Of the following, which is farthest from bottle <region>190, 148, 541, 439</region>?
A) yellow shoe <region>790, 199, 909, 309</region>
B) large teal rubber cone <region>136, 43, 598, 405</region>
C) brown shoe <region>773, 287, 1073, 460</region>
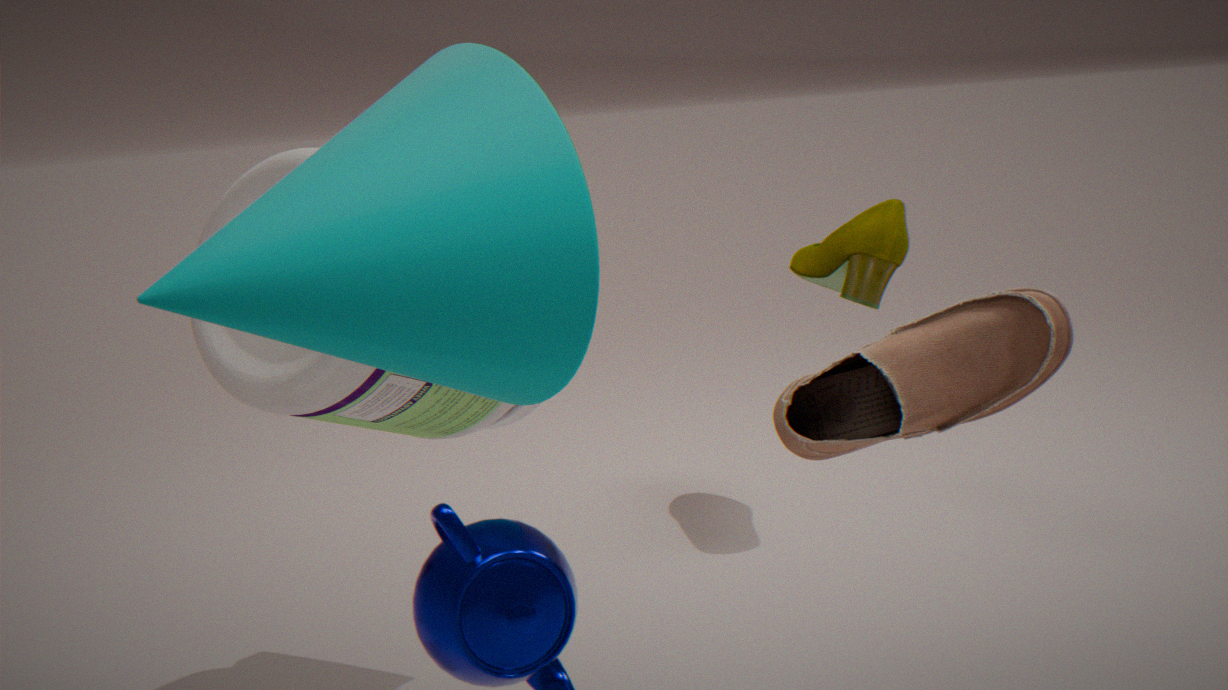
yellow shoe <region>790, 199, 909, 309</region>
